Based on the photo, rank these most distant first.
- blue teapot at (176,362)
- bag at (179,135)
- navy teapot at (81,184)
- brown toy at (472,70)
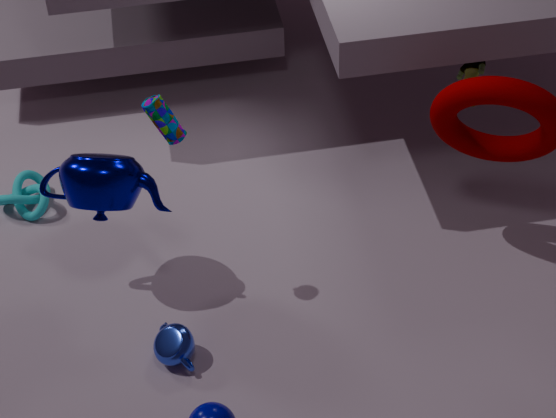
brown toy at (472,70), blue teapot at (176,362), navy teapot at (81,184), bag at (179,135)
